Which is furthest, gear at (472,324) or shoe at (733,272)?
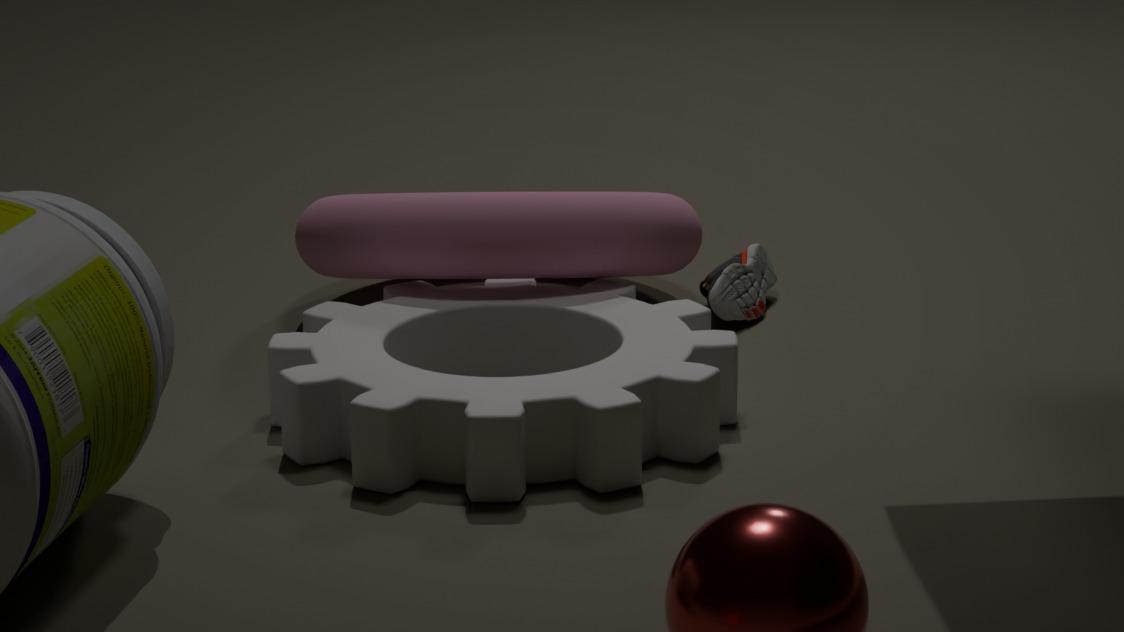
shoe at (733,272)
